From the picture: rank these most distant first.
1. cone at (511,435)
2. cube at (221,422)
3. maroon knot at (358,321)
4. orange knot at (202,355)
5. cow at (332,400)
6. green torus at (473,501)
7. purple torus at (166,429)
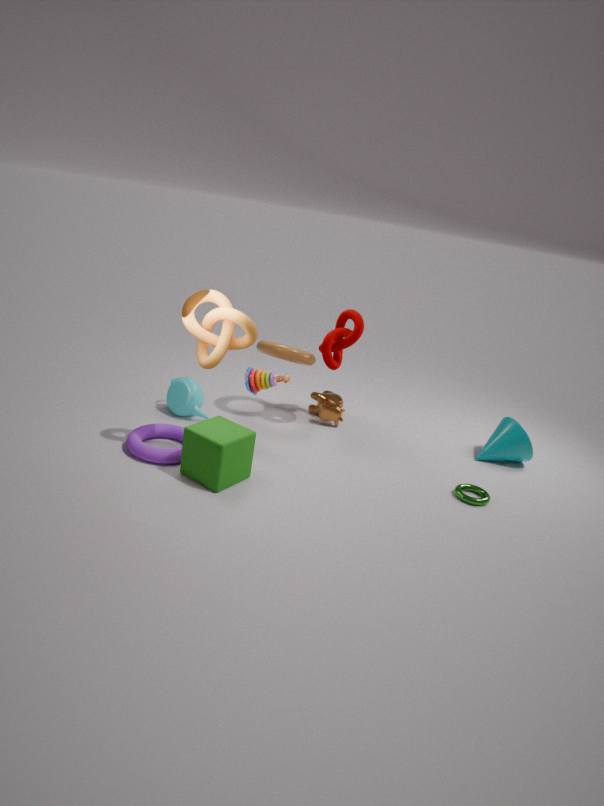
cow at (332,400) < cone at (511,435) < maroon knot at (358,321) < green torus at (473,501) < purple torus at (166,429) < orange knot at (202,355) < cube at (221,422)
